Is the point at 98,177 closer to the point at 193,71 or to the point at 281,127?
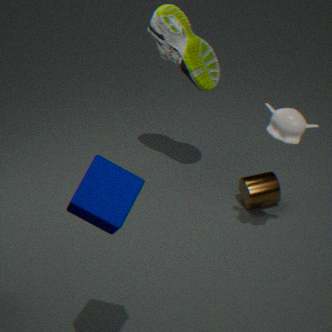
the point at 281,127
